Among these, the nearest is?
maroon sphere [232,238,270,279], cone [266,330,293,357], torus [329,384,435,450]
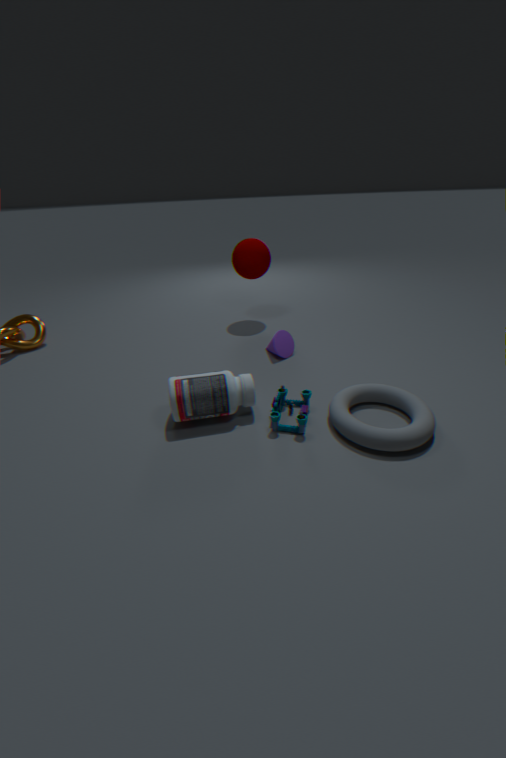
Answer: torus [329,384,435,450]
